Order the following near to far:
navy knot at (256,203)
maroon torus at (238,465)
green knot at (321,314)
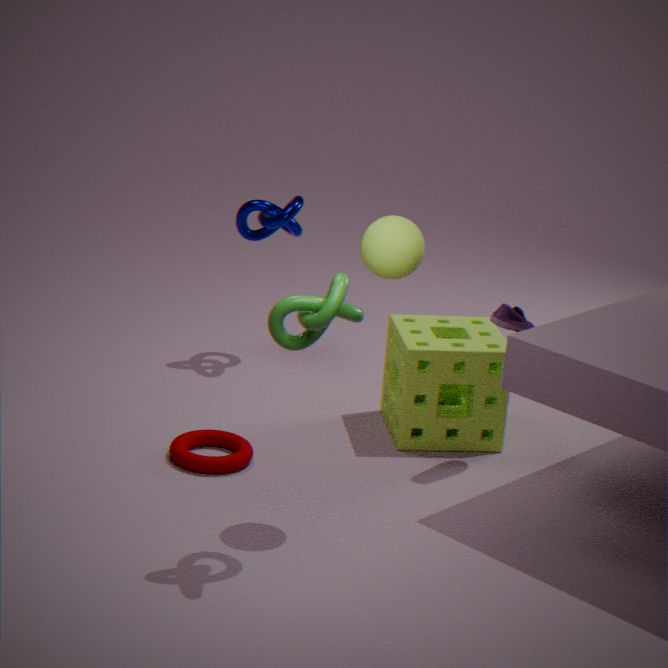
green knot at (321,314) < maroon torus at (238,465) < navy knot at (256,203)
